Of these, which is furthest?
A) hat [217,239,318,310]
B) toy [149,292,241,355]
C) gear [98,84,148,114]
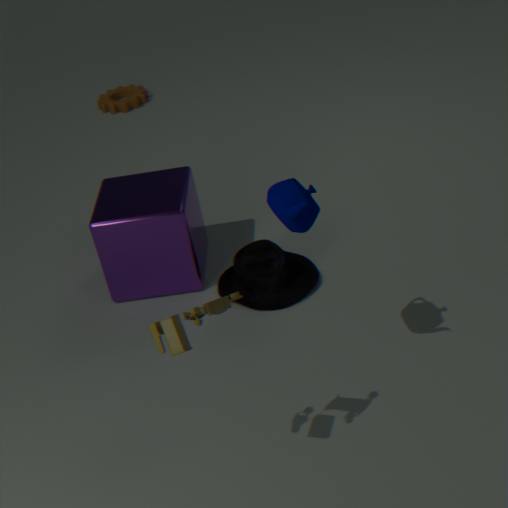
gear [98,84,148,114]
